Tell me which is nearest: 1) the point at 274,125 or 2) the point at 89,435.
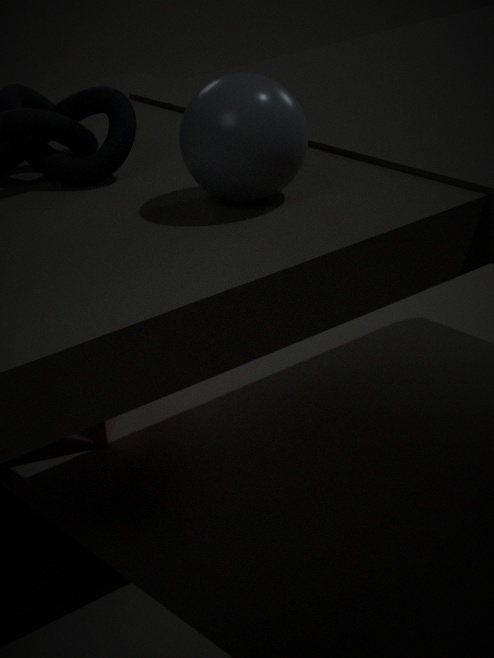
1. the point at 274,125
